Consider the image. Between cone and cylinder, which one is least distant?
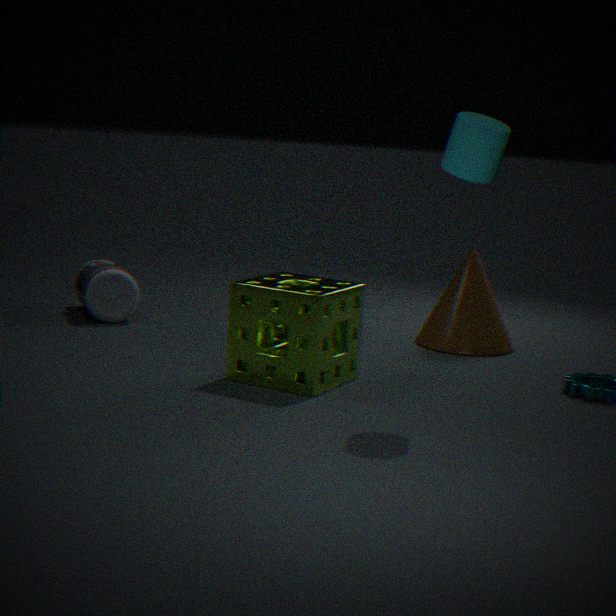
cylinder
